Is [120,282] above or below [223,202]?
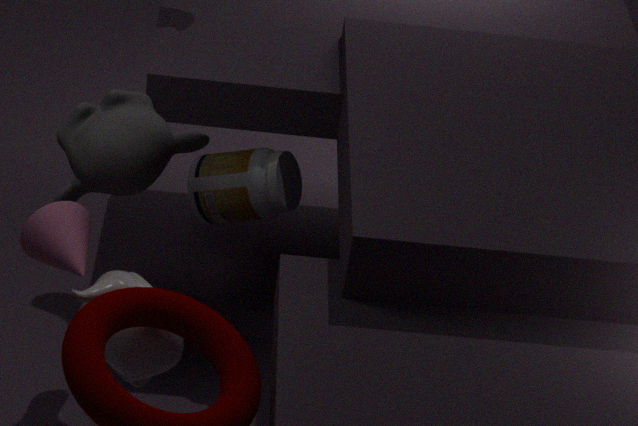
above
